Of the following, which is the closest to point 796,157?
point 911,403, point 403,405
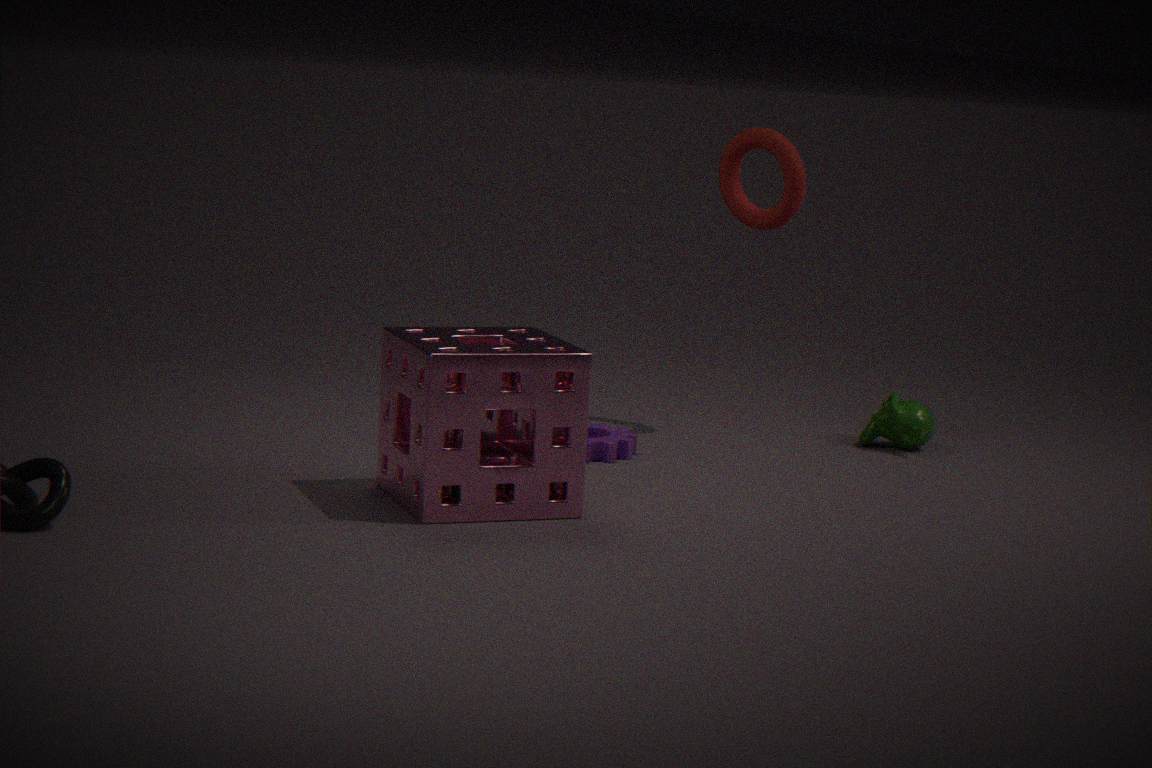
point 911,403
